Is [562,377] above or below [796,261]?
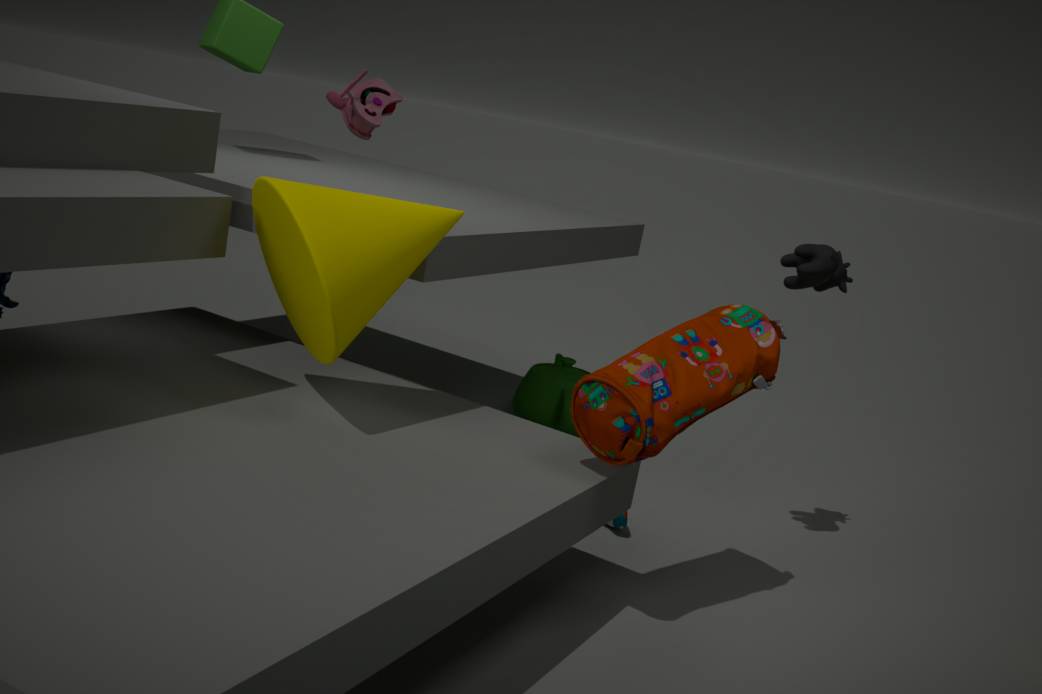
below
